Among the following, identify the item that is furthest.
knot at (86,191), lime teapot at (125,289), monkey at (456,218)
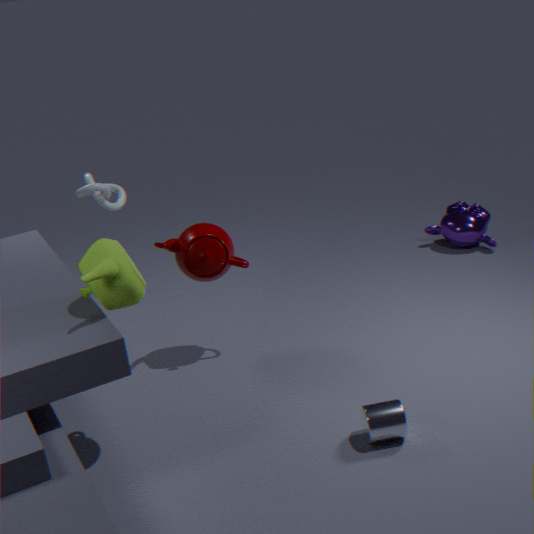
monkey at (456,218)
